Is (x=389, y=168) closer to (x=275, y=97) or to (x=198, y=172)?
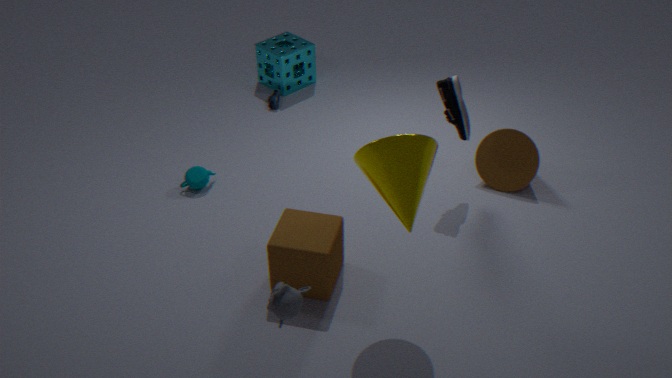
(x=198, y=172)
